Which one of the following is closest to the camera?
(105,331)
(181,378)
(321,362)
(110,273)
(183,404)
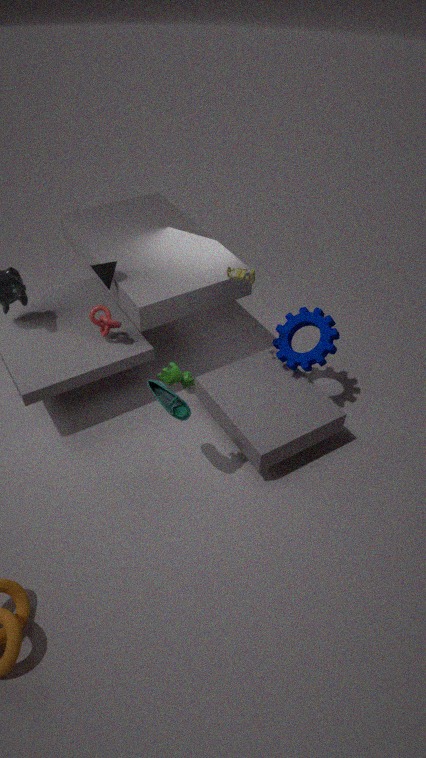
(181,378)
